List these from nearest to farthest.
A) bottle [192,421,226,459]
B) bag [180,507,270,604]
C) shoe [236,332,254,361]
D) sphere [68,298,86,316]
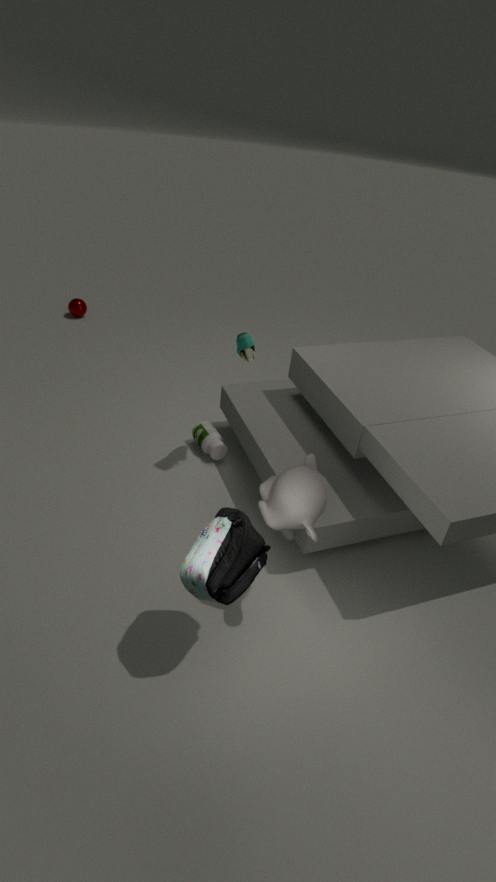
1. bag [180,507,270,604]
2. shoe [236,332,254,361]
3. bottle [192,421,226,459]
4. sphere [68,298,86,316]
